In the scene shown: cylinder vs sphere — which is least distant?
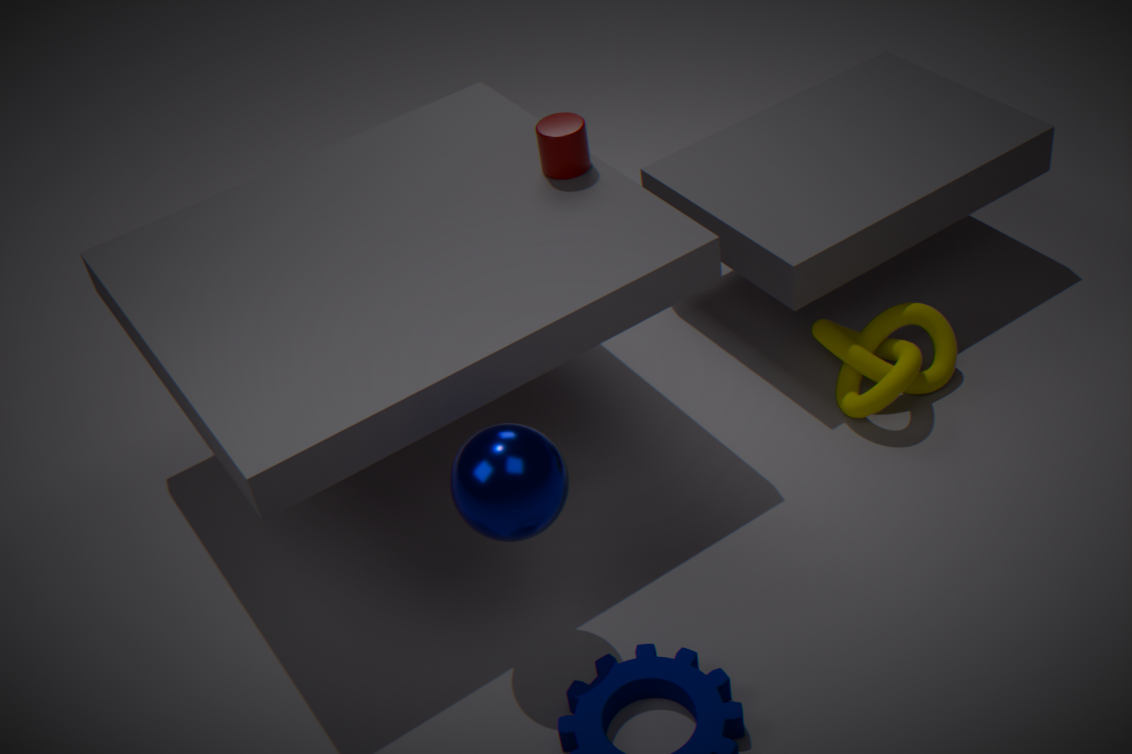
sphere
